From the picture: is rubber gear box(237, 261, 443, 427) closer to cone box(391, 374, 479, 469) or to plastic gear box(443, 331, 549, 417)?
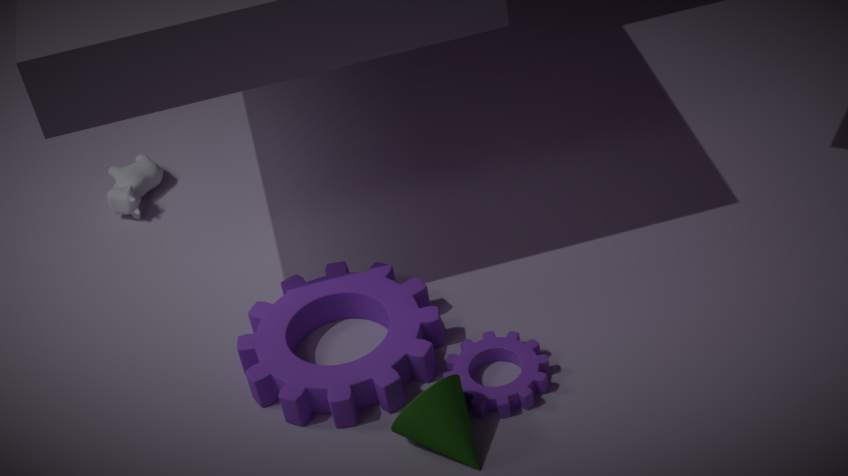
plastic gear box(443, 331, 549, 417)
